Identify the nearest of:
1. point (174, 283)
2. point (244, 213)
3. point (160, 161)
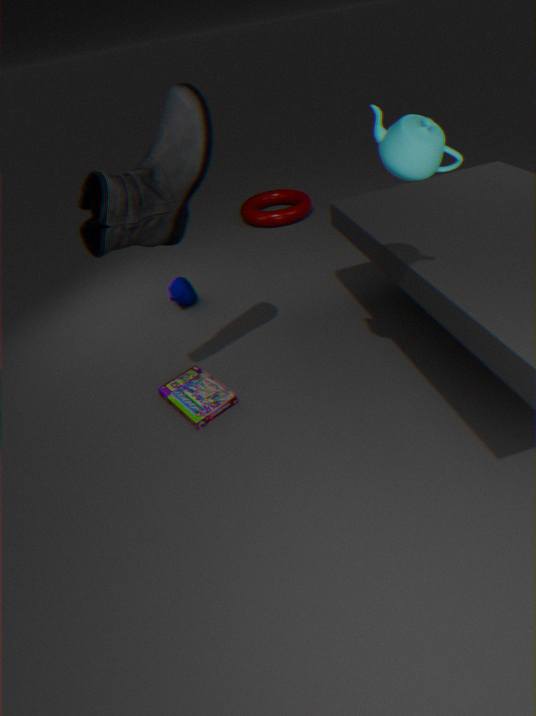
point (160, 161)
